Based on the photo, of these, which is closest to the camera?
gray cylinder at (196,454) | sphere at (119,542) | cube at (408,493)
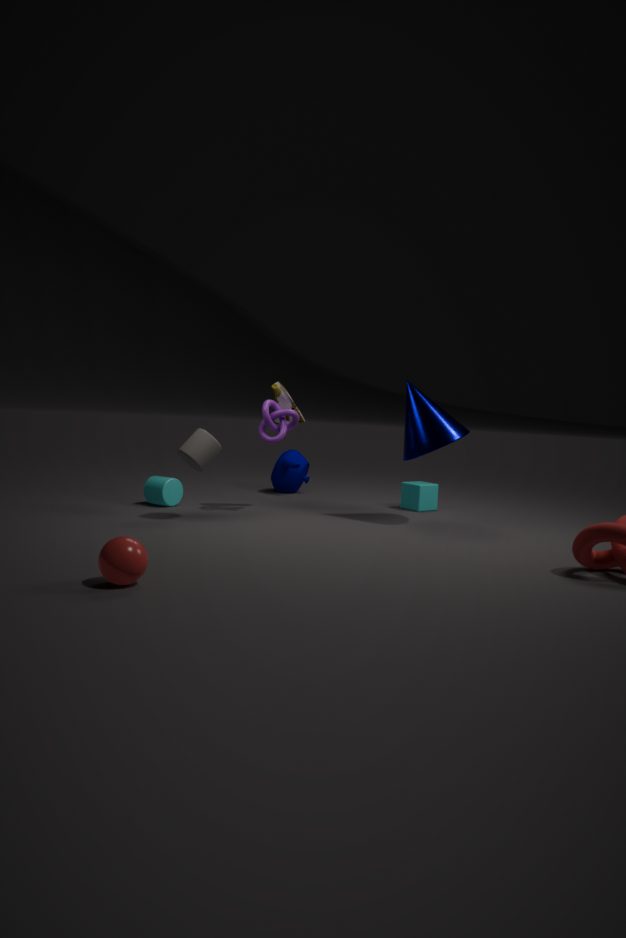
sphere at (119,542)
